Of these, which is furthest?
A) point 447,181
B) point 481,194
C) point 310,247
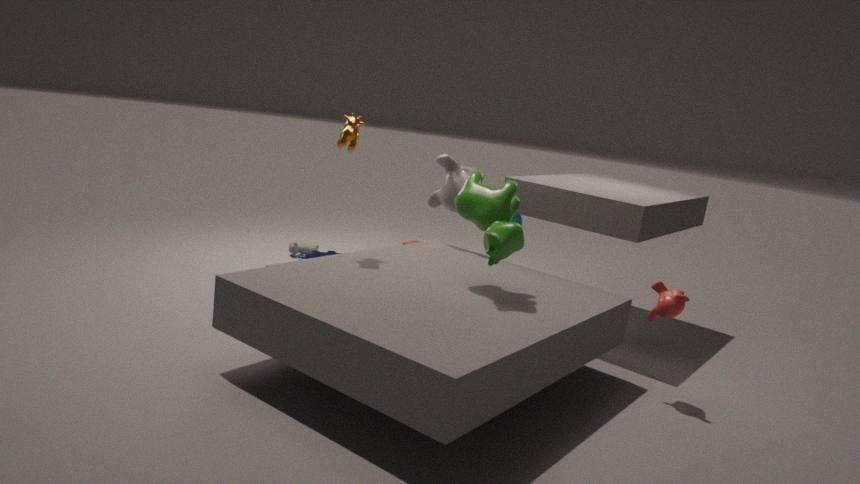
point 310,247
